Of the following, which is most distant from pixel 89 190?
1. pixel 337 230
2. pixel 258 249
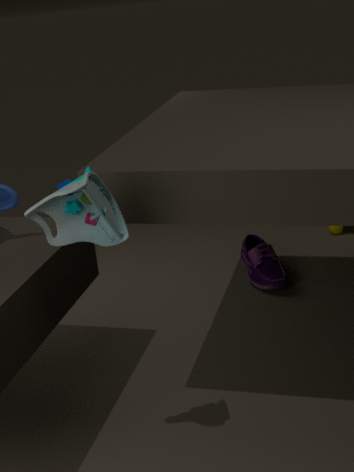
pixel 337 230
